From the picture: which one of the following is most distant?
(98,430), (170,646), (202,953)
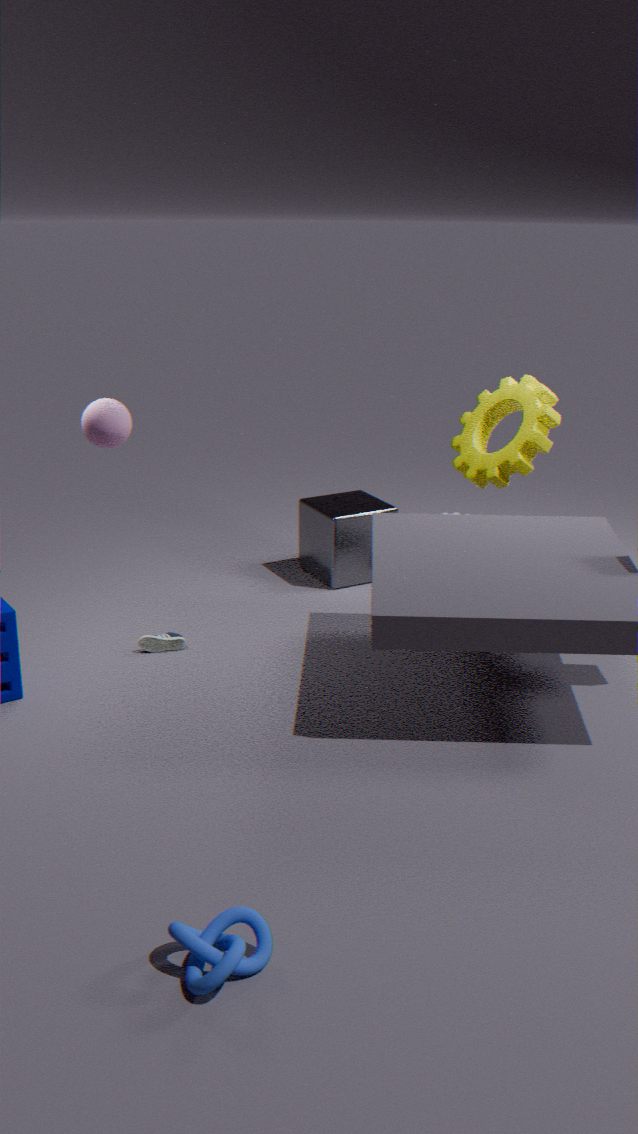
(170,646)
